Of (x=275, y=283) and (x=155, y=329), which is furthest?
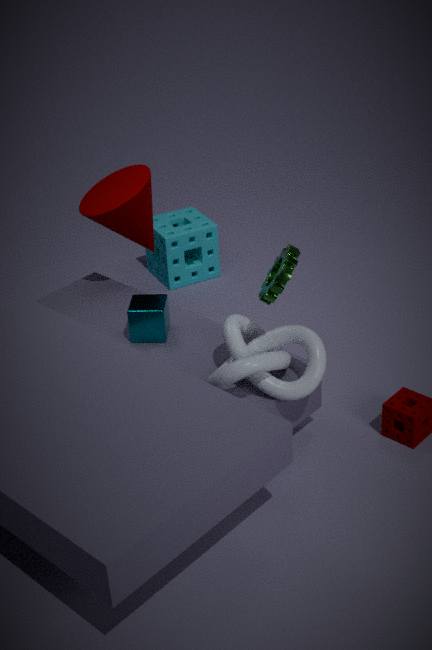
(x=155, y=329)
